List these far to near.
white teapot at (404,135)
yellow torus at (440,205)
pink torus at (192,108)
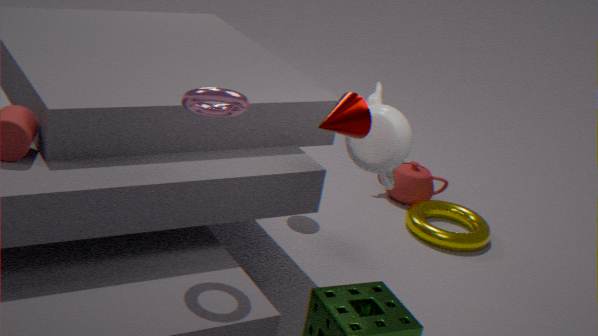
yellow torus at (440,205), white teapot at (404,135), pink torus at (192,108)
